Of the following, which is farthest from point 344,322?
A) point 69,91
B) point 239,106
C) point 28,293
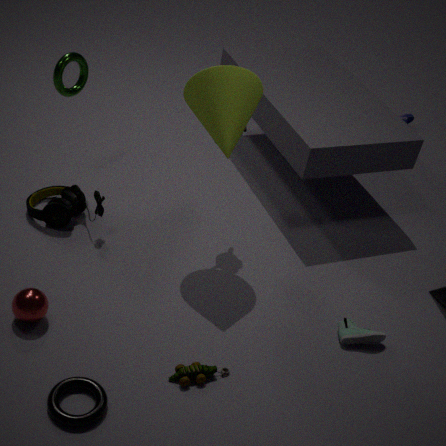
point 69,91
